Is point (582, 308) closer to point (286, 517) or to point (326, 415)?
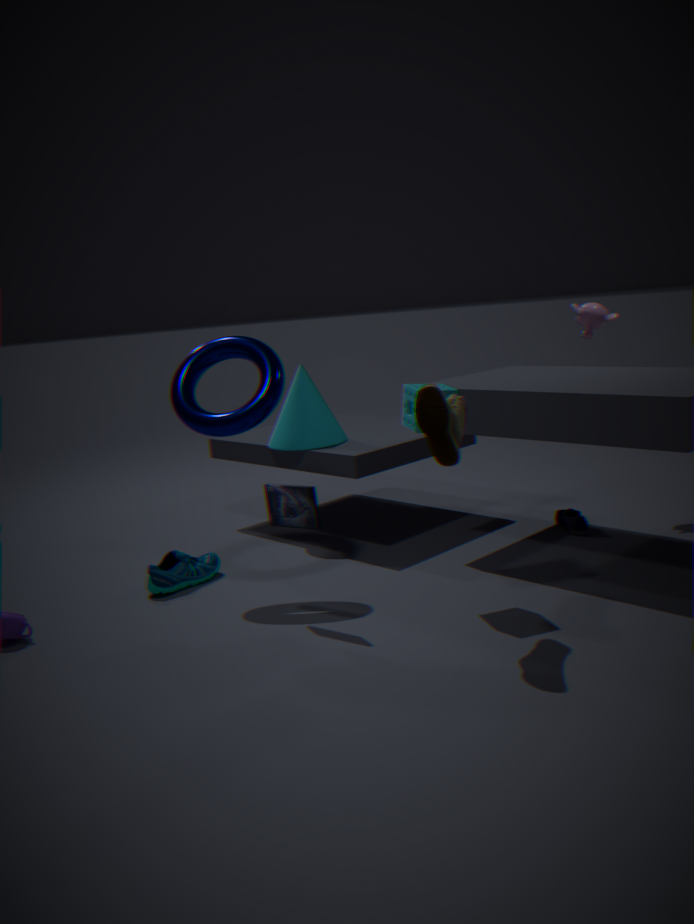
point (326, 415)
